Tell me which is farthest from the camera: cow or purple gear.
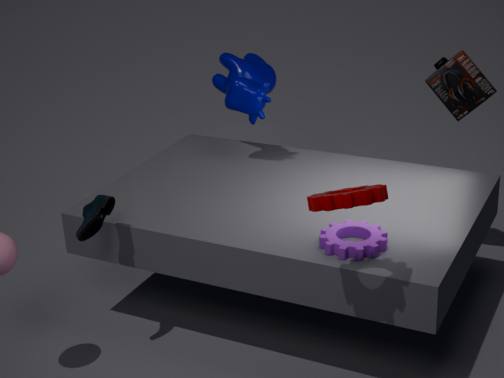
cow
